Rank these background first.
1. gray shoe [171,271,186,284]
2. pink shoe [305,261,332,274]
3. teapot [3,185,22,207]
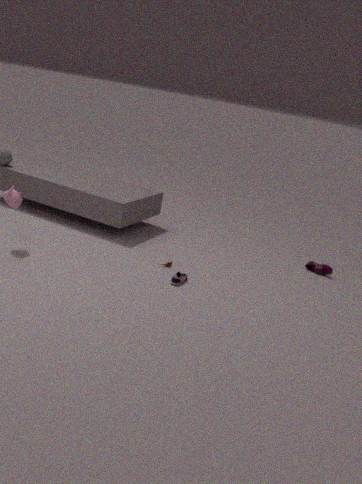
pink shoe [305,261,332,274] → teapot [3,185,22,207] → gray shoe [171,271,186,284]
